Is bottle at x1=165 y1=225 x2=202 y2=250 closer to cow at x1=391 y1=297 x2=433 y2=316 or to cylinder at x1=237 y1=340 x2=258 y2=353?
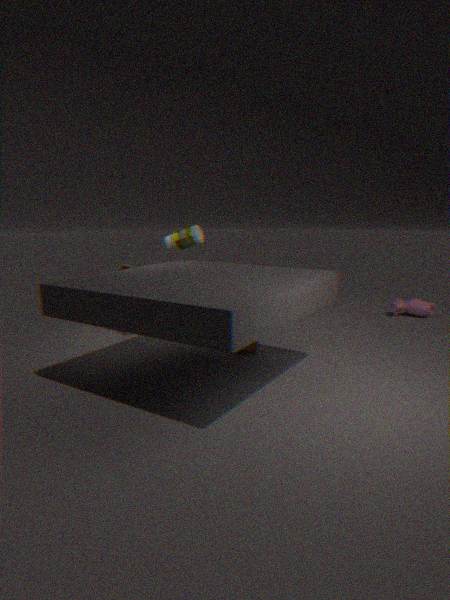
cylinder at x1=237 y1=340 x2=258 y2=353
